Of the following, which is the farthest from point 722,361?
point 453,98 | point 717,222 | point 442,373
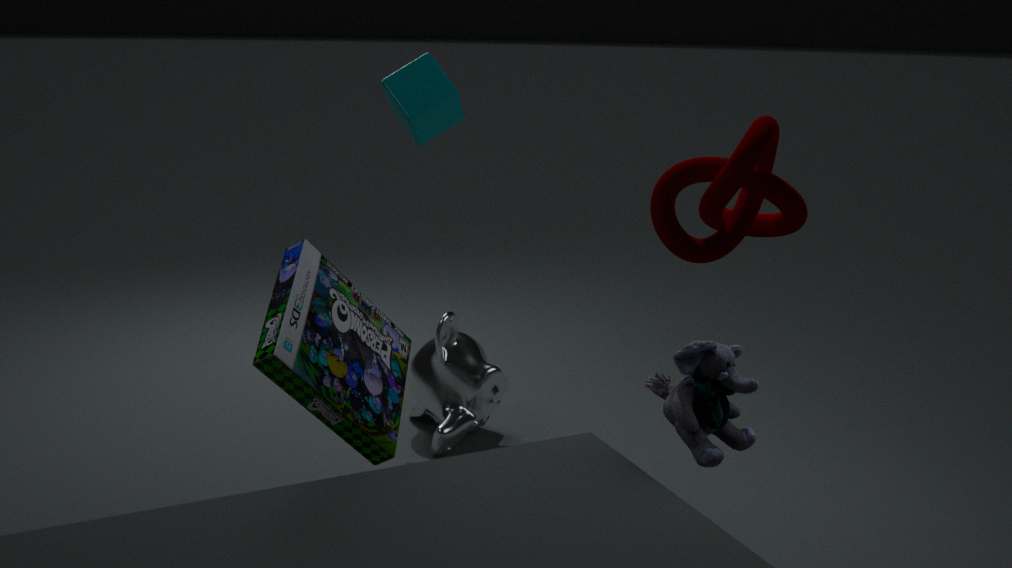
point 453,98
